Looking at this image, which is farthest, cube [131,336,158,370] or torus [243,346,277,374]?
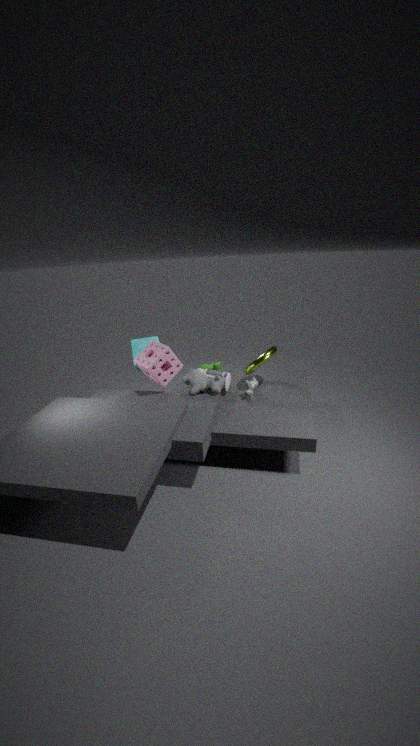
cube [131,336,158,370]
